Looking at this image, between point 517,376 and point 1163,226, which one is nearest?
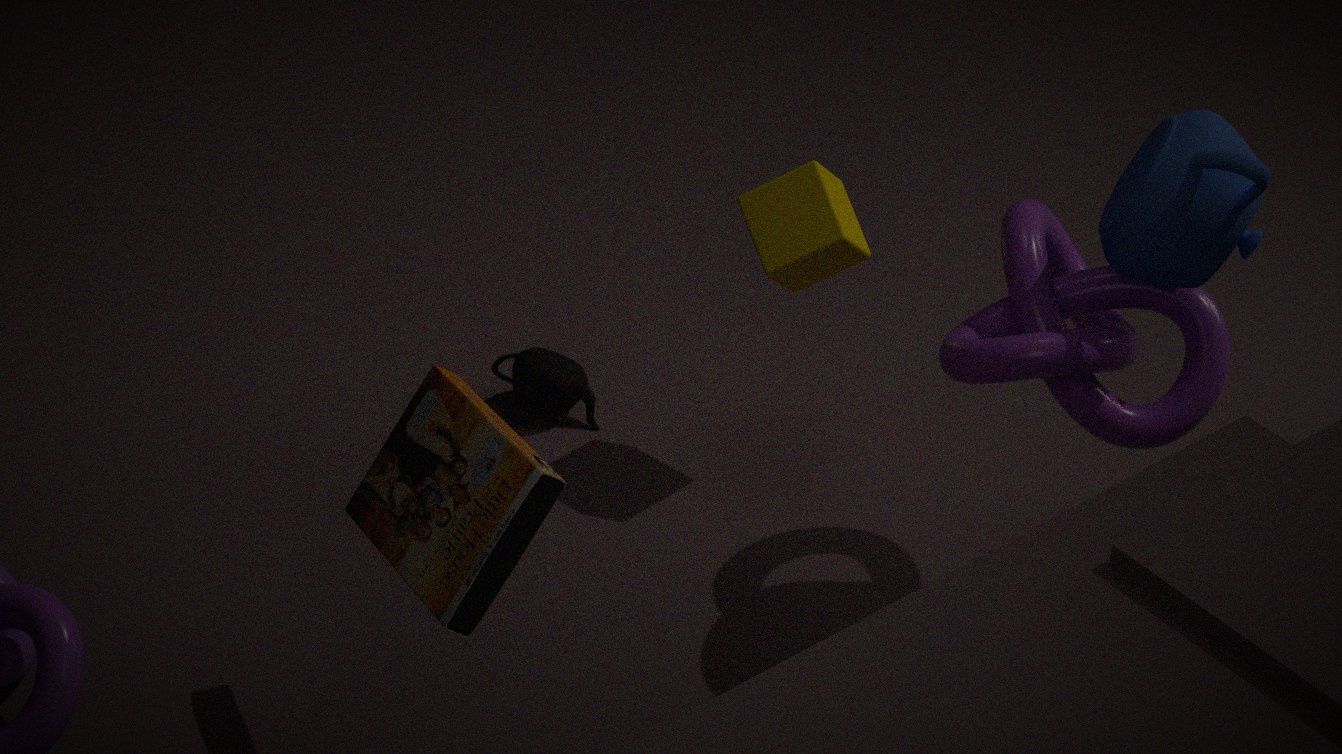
point 1163,226
